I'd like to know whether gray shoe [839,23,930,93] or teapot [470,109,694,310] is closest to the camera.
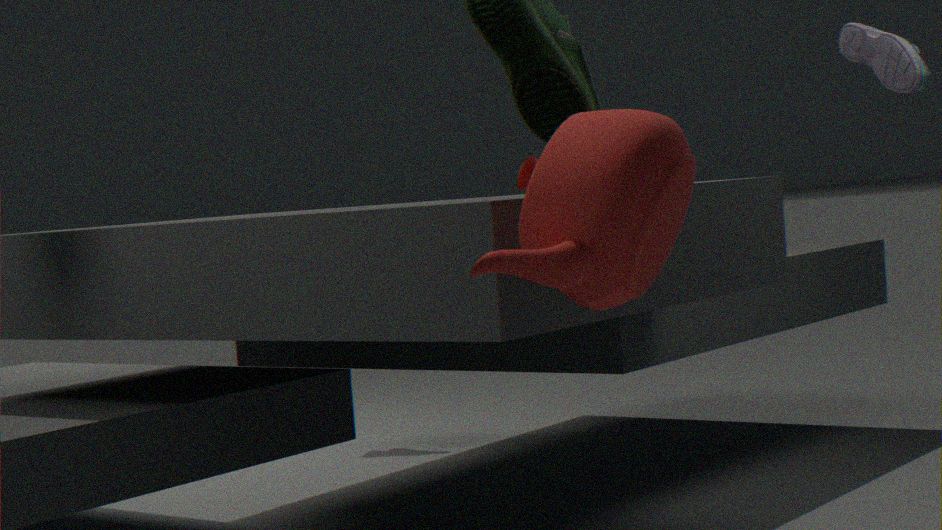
teapot [470,109,694,310]
